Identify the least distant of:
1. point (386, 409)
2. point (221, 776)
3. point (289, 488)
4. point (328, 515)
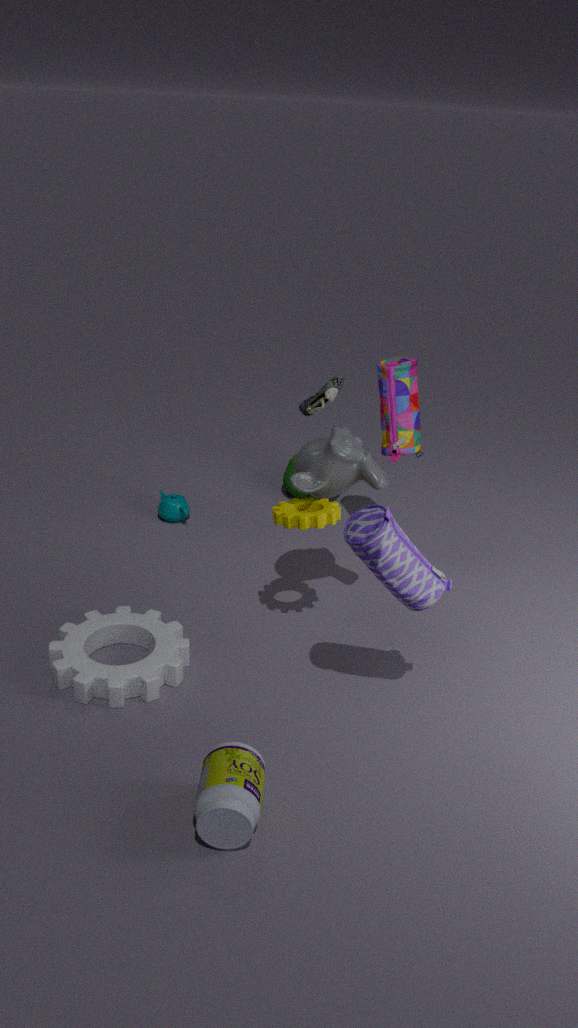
point (221, 776)
